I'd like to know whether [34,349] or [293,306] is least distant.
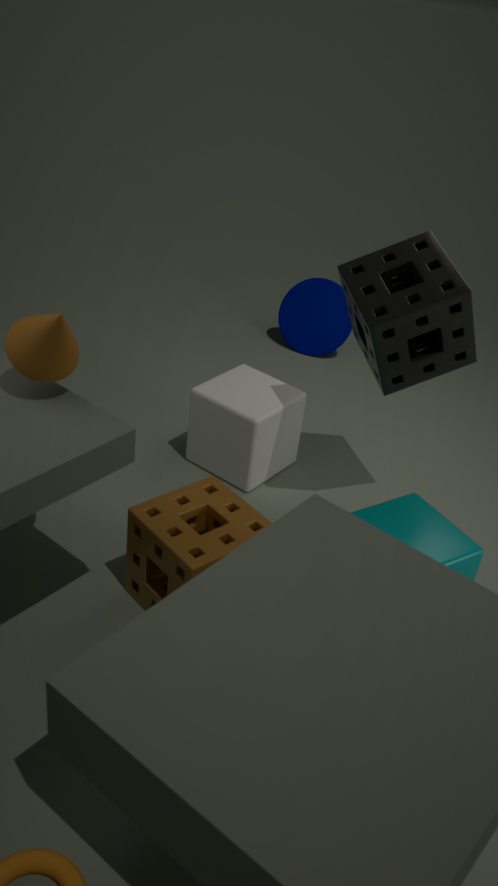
[34,349]
